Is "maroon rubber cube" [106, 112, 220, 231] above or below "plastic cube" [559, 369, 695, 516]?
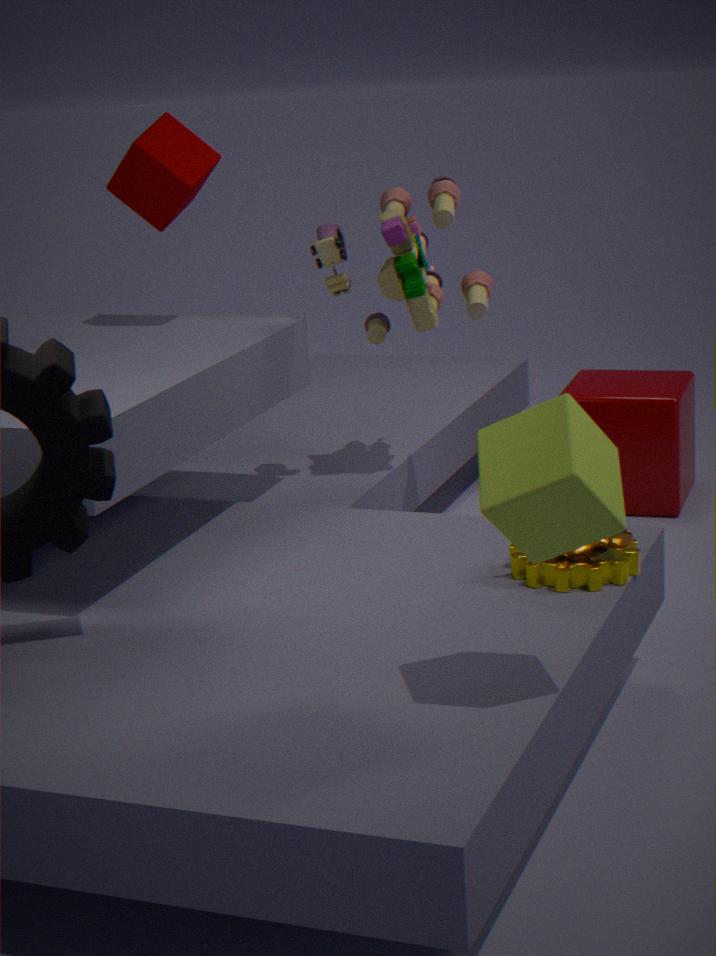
above
